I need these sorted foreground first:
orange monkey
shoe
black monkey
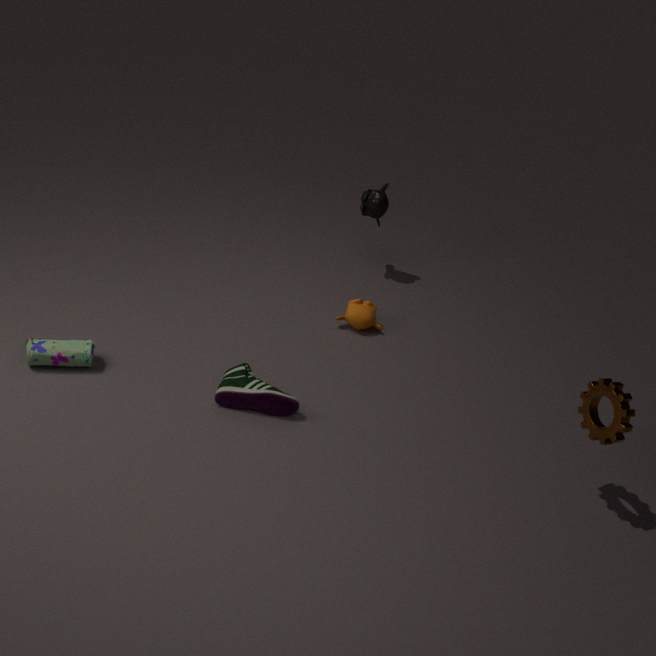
shoe, orange monkey, black monkey
